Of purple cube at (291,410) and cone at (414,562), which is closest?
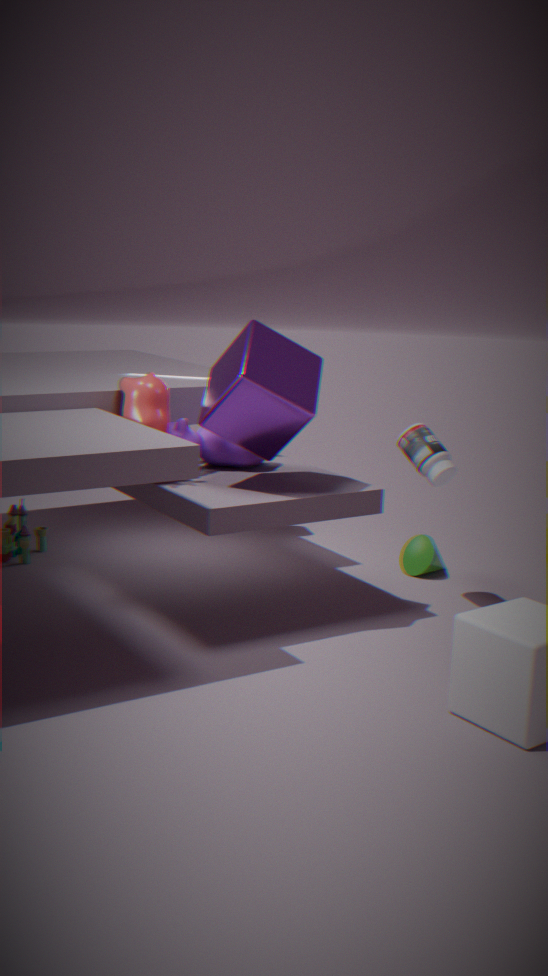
purple cube at (291,410)
